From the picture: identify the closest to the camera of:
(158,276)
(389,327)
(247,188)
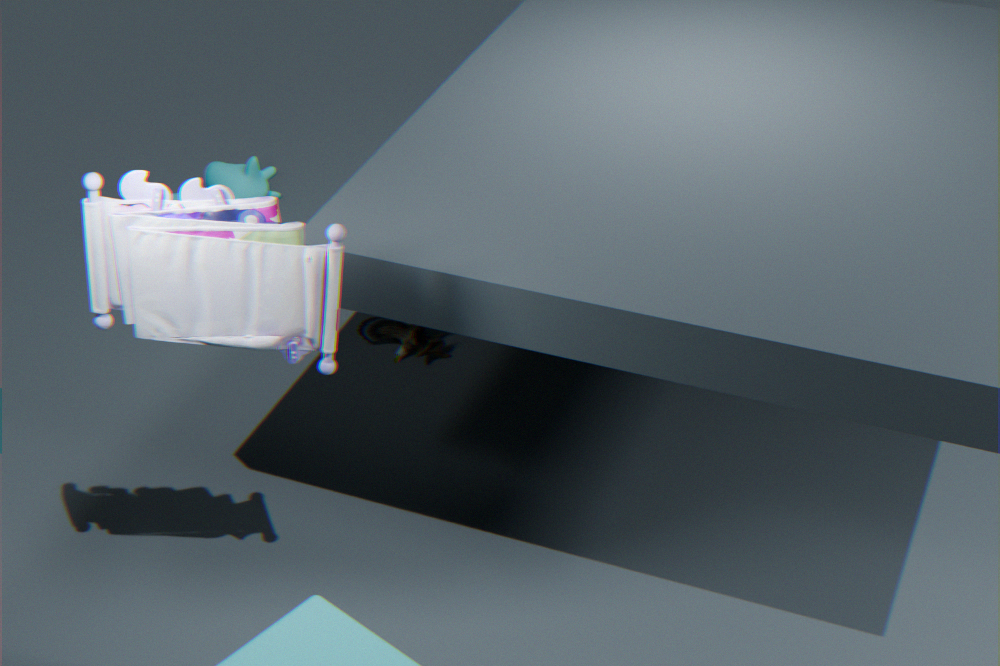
(158,276)
